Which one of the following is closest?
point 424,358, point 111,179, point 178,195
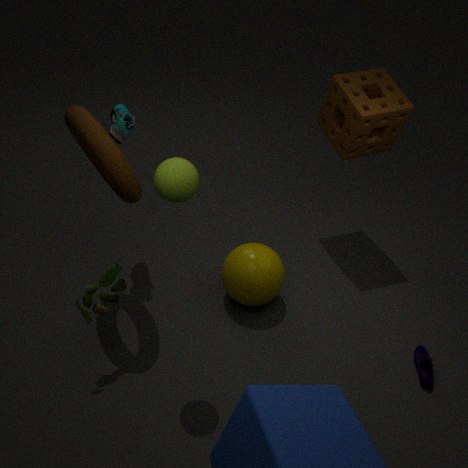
point 178,195
